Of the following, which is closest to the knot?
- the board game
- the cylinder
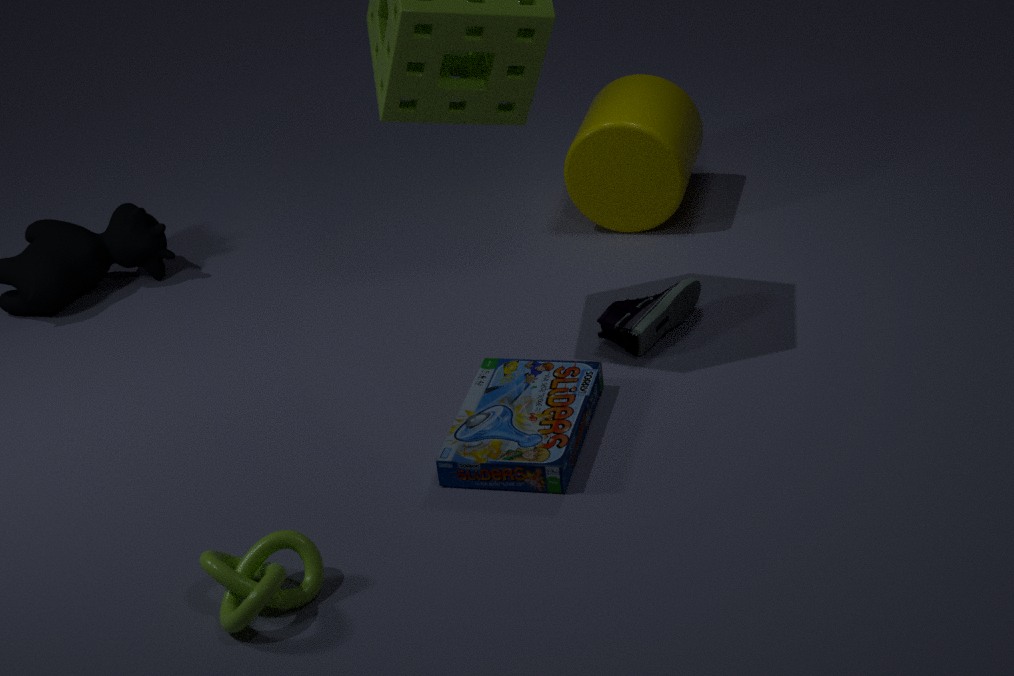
the board game
